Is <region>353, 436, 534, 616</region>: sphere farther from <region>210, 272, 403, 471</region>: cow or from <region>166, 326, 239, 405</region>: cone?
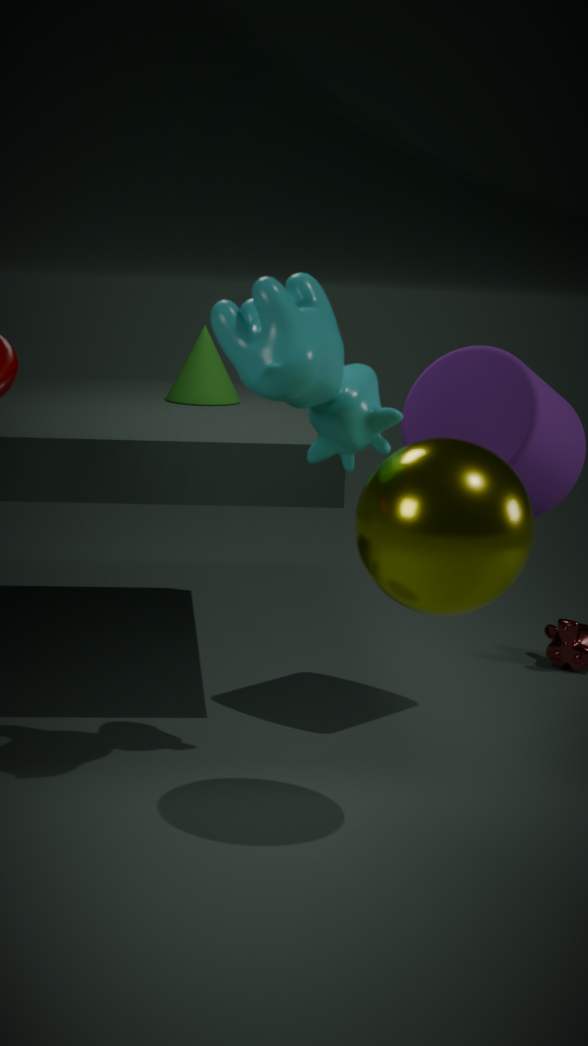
<region>166, 326, 239, 405</region>: cone
